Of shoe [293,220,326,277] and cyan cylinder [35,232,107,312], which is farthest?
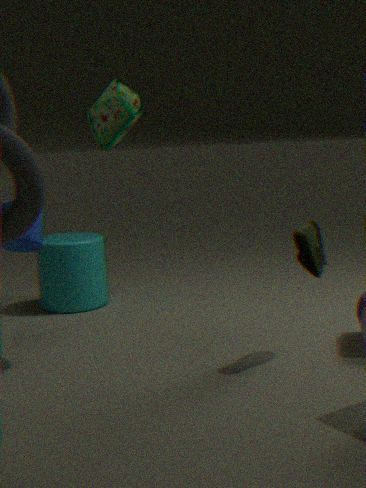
cyan cylinder [35,232,107,312]
